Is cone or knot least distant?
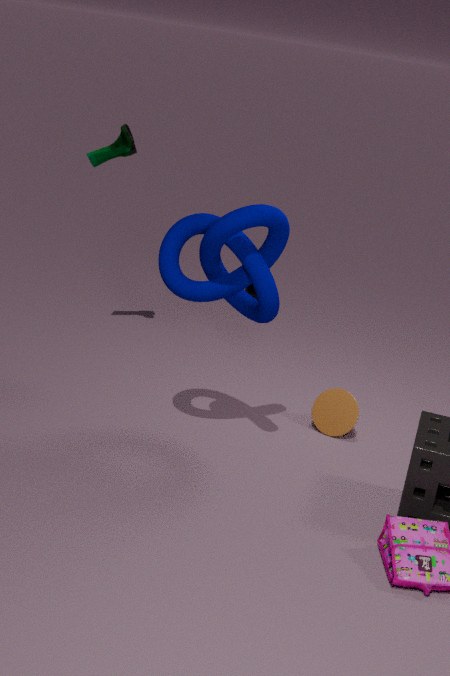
knot
